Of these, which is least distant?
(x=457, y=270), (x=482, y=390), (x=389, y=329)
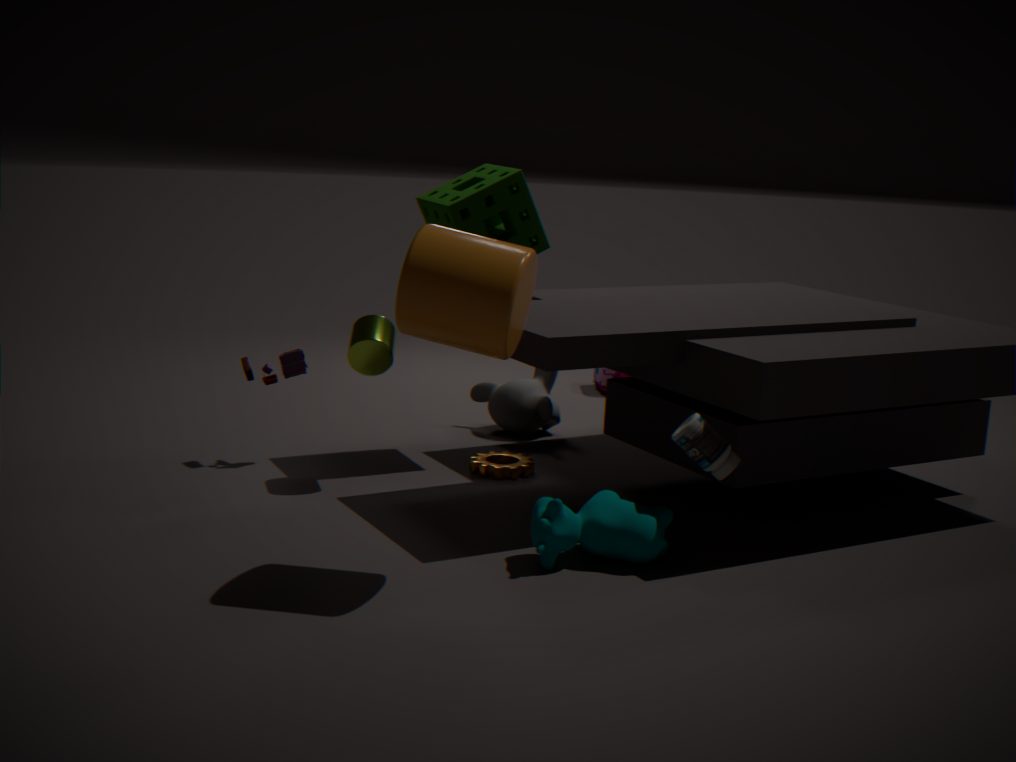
(x=457, y=270)
